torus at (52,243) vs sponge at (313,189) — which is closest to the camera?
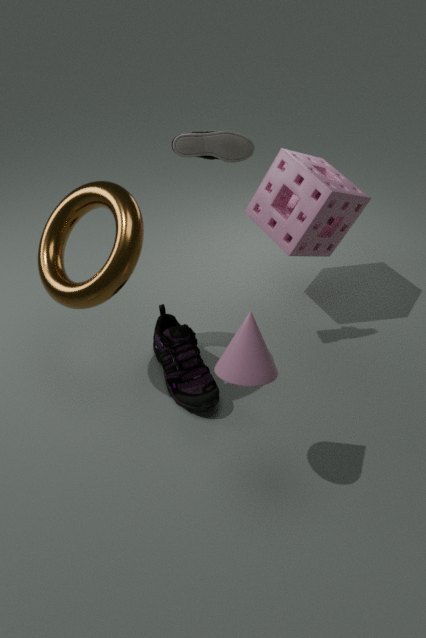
torus at (52,243)
